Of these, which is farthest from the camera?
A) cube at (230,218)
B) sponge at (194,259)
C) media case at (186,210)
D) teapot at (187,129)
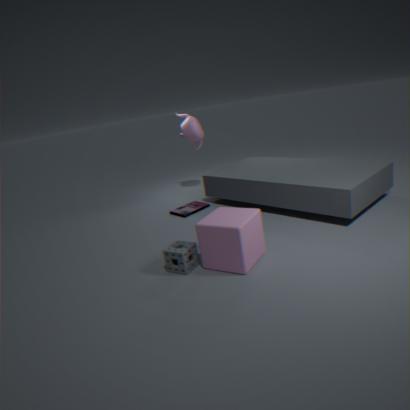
D. teapot at (187,129)
